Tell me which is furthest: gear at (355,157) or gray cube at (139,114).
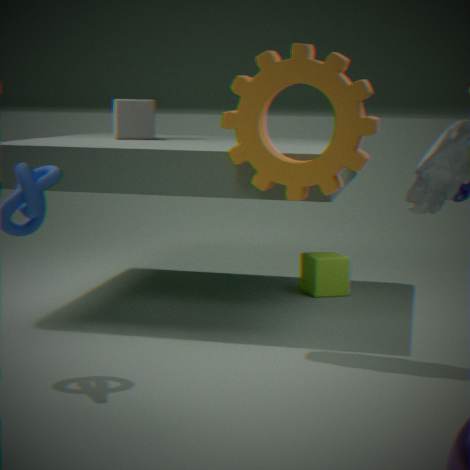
gray cube at (139,114)
